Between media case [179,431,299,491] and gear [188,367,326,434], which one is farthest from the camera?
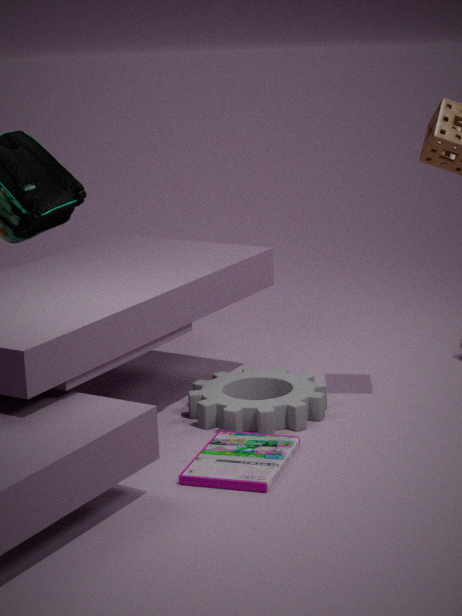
gear [188,367,326,434]
